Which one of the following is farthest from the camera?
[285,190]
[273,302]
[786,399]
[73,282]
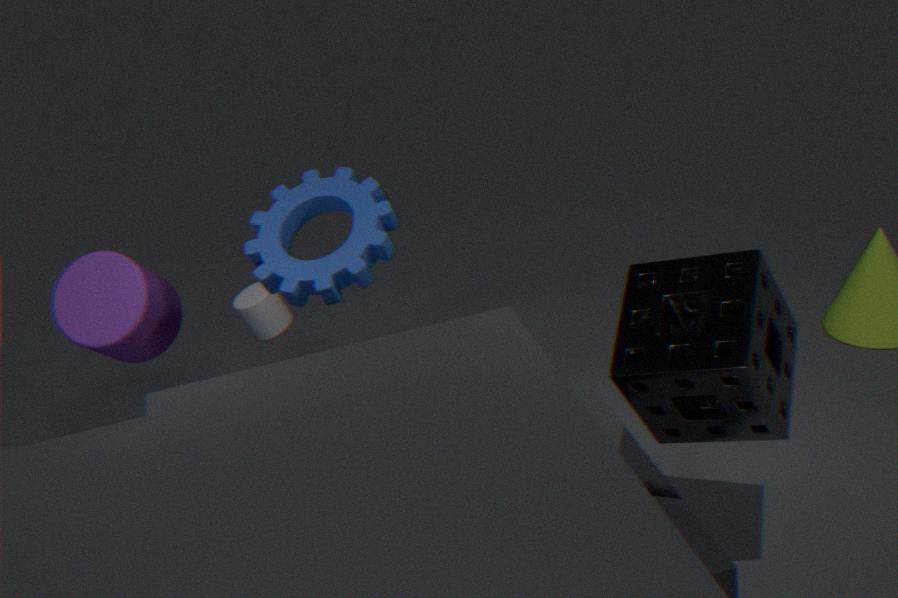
[273,302]
